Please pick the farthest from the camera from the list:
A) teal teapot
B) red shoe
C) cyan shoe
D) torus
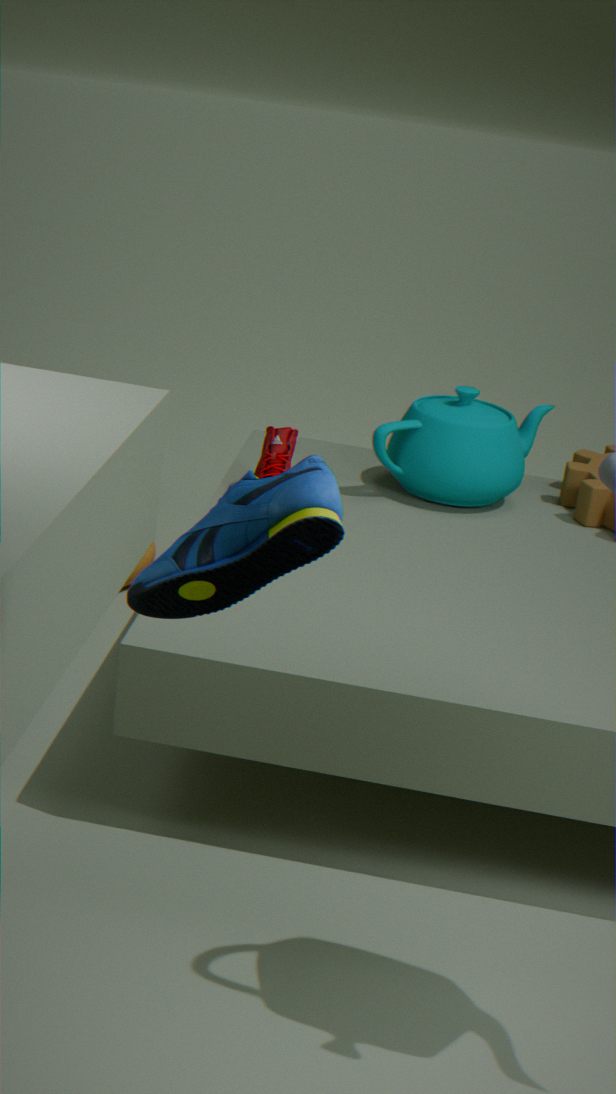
torus
